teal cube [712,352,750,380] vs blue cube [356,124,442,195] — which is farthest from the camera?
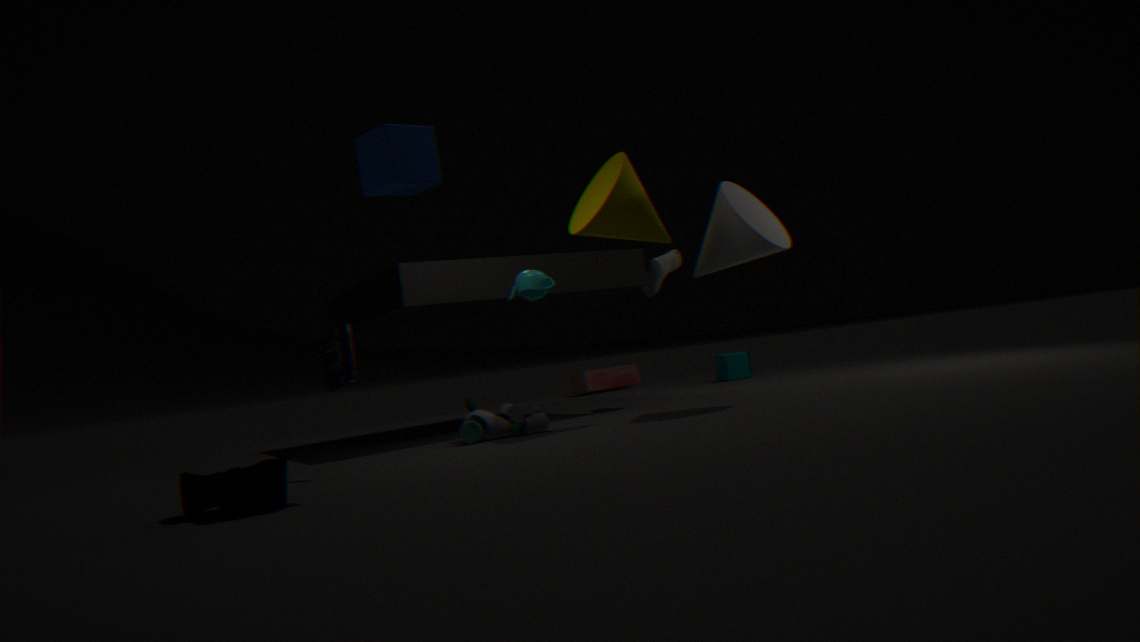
teal cube [712,352,750,380]
